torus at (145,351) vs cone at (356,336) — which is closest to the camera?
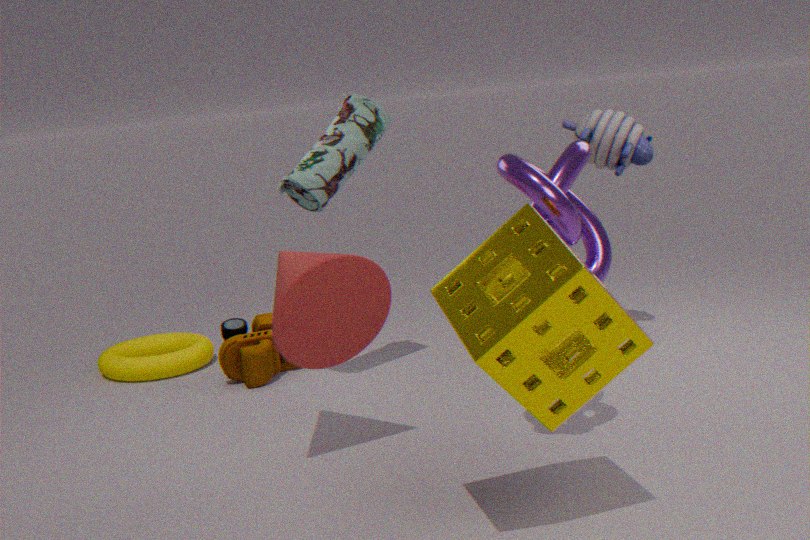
cone at (356,336)
